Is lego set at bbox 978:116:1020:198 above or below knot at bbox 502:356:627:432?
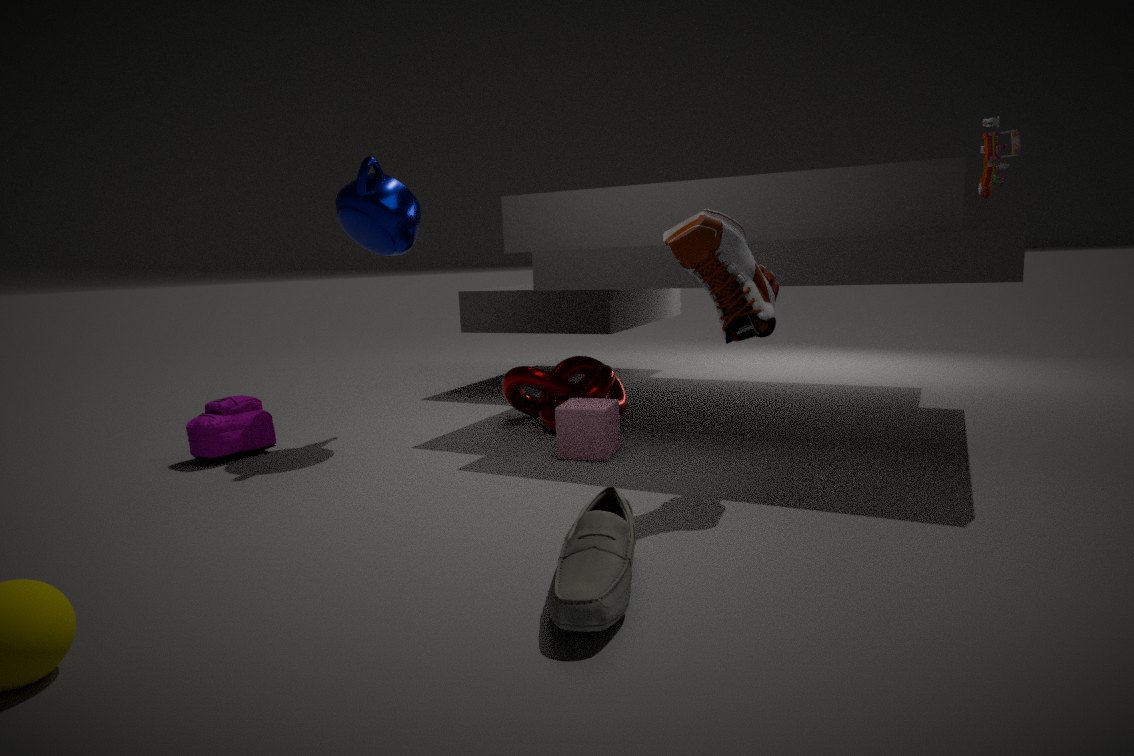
above
